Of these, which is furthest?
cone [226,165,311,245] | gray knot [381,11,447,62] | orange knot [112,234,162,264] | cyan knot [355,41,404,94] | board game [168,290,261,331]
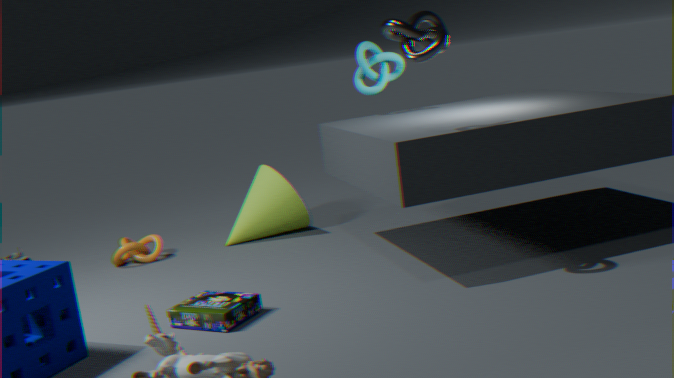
cone [226,165,311,245]
